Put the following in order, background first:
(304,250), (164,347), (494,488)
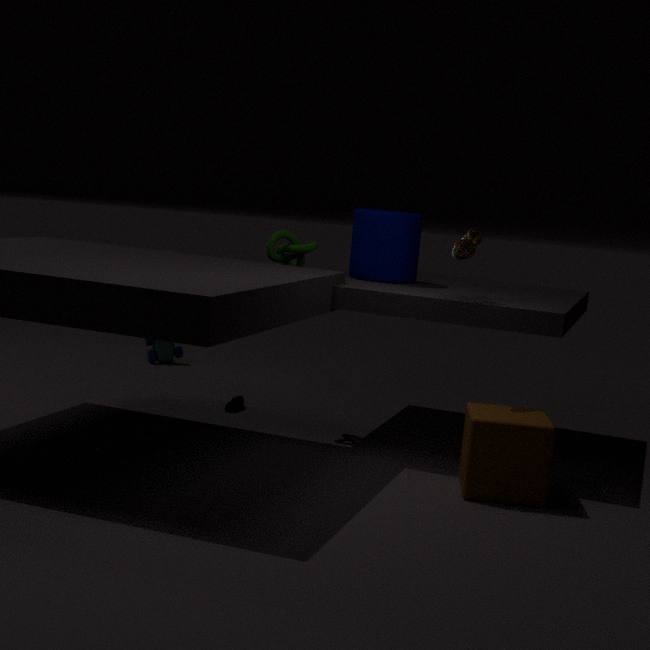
1. (164,347)
2. (304,250)
3. (494,488)
